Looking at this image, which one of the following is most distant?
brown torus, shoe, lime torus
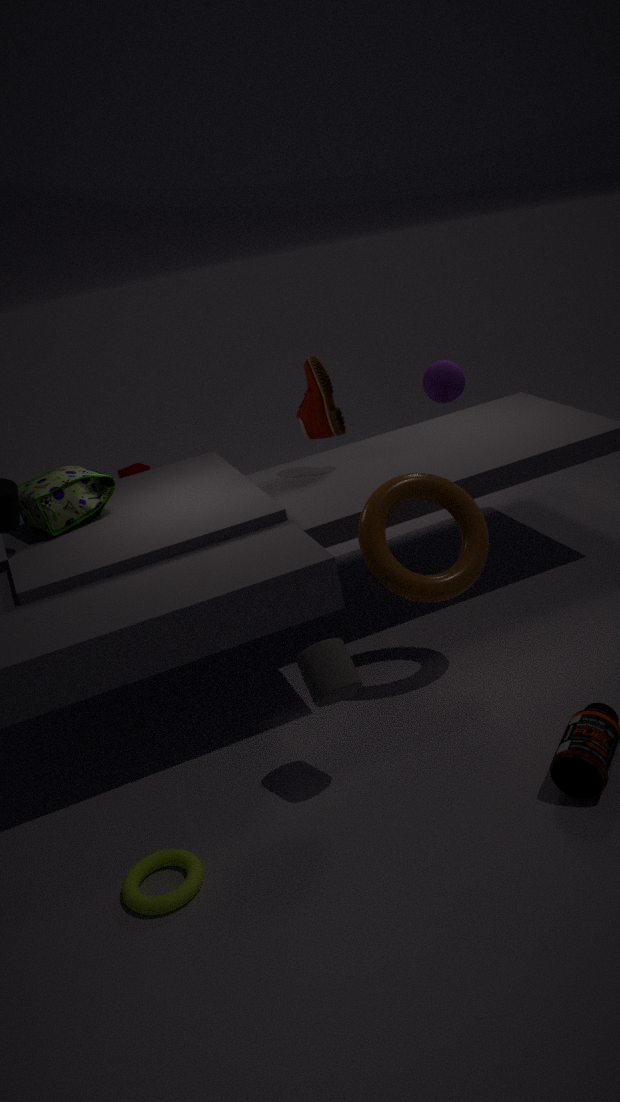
shoe
